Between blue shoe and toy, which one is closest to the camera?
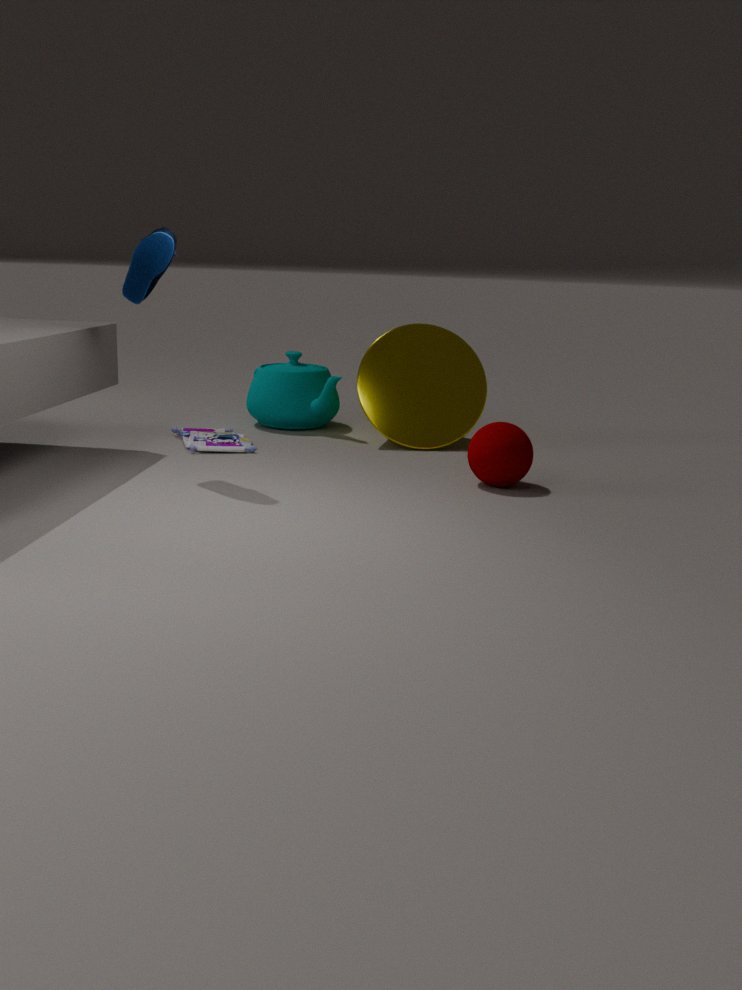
blue shoe
